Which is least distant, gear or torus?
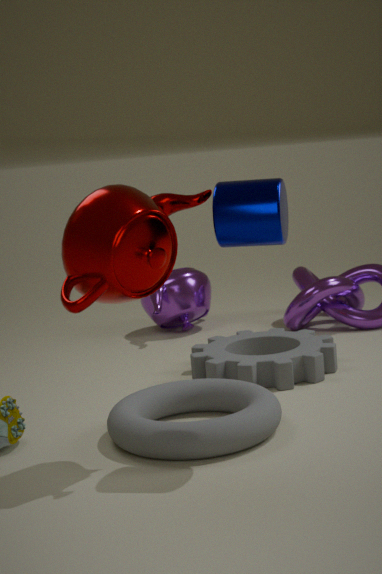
torus
